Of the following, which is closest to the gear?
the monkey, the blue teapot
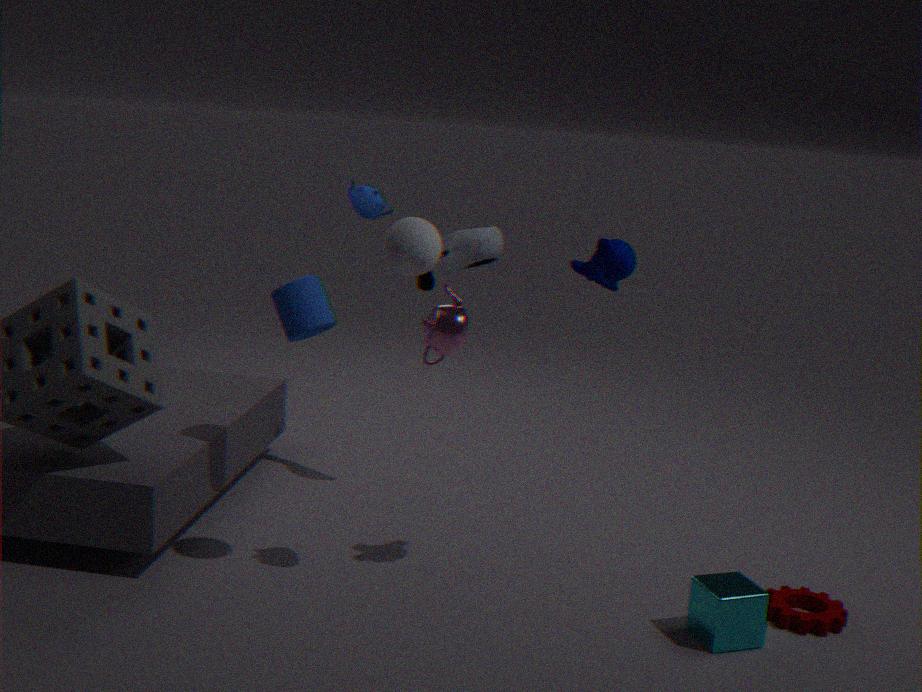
the monkey
